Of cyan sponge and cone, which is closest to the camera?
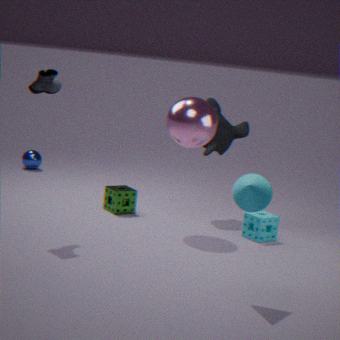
cone
